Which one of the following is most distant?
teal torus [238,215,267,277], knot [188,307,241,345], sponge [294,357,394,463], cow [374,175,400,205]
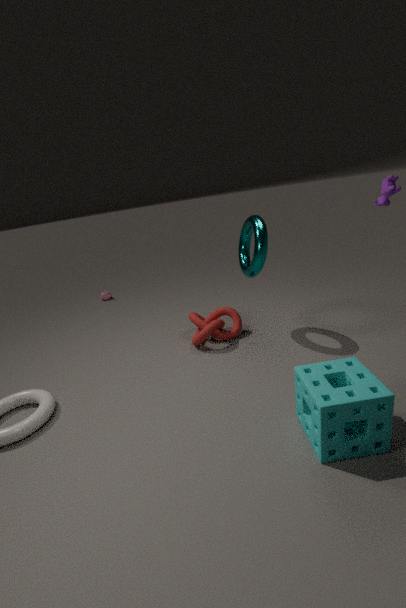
knot [188,307,241,345]
